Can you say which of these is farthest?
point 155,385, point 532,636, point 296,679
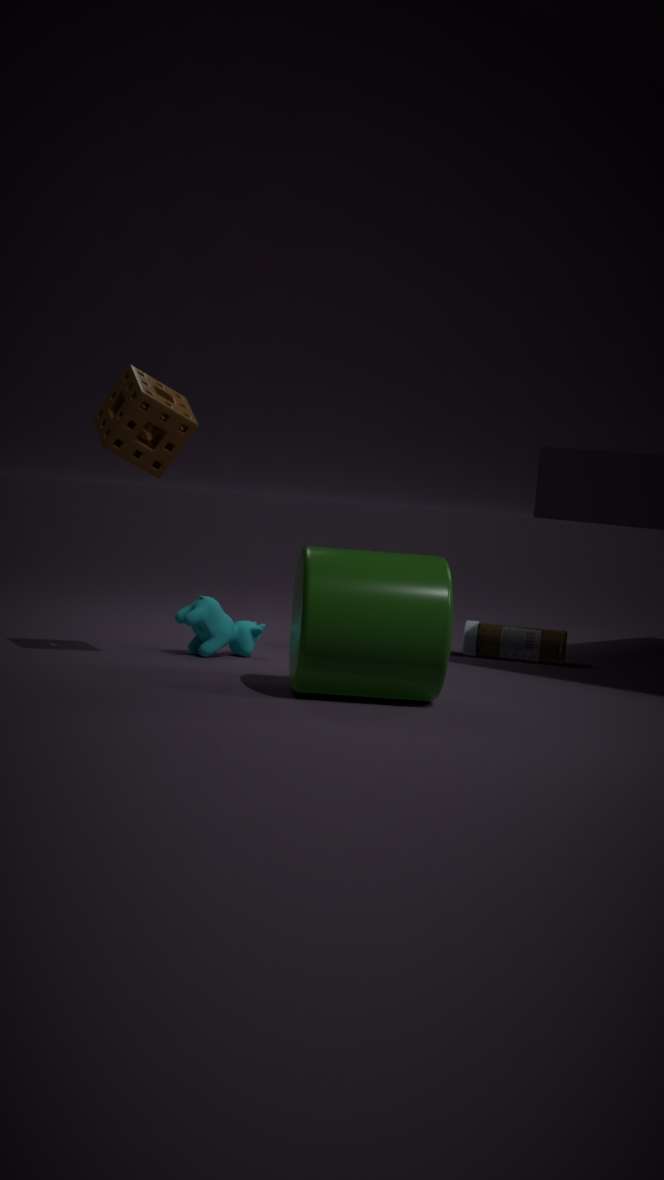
point 532,636
